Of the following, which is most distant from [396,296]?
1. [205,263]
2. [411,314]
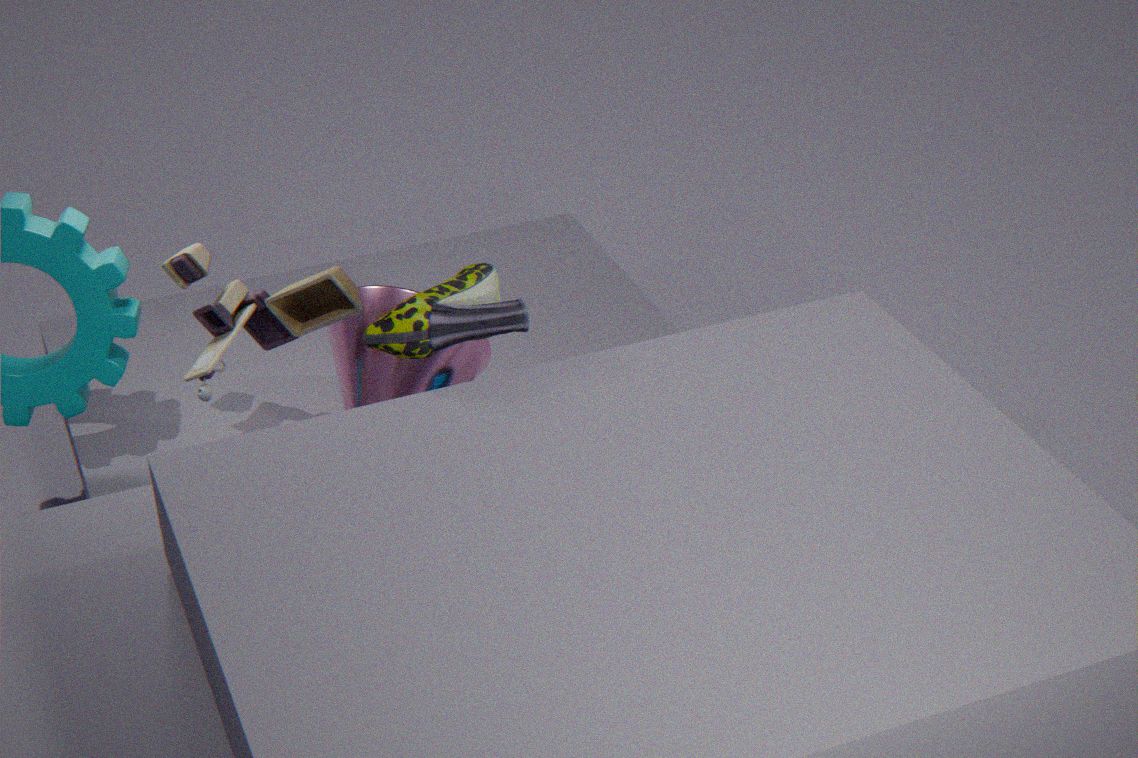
[411,314]
